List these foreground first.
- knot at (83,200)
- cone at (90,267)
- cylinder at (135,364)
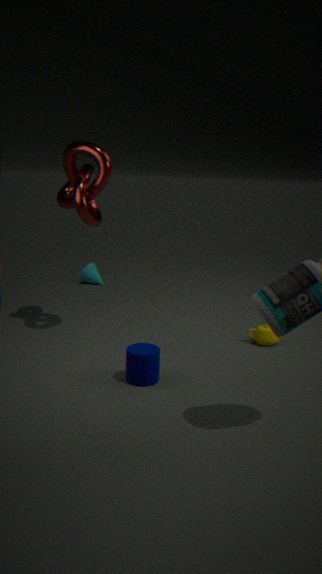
1. cylinder at (135,364)
2. knot at (83,200)
3. cone at (90,267)
